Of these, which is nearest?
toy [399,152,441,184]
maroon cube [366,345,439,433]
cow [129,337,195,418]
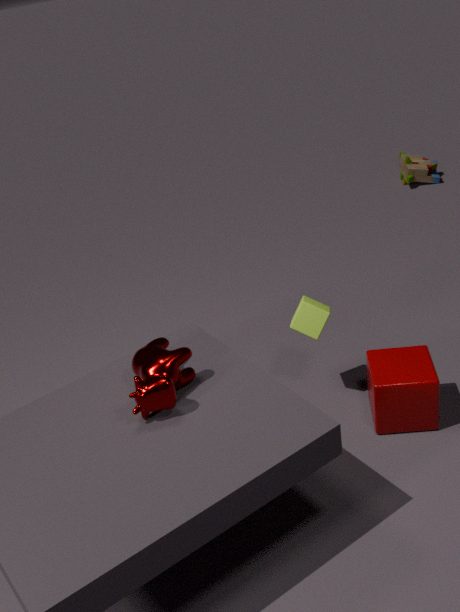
cow [129,337,195,418]
